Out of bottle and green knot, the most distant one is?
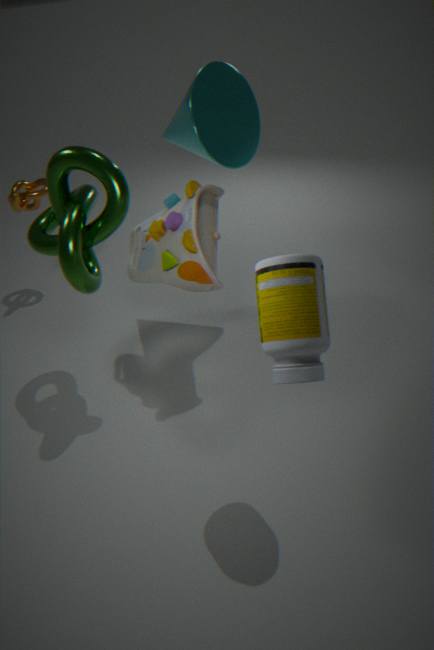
green knot
